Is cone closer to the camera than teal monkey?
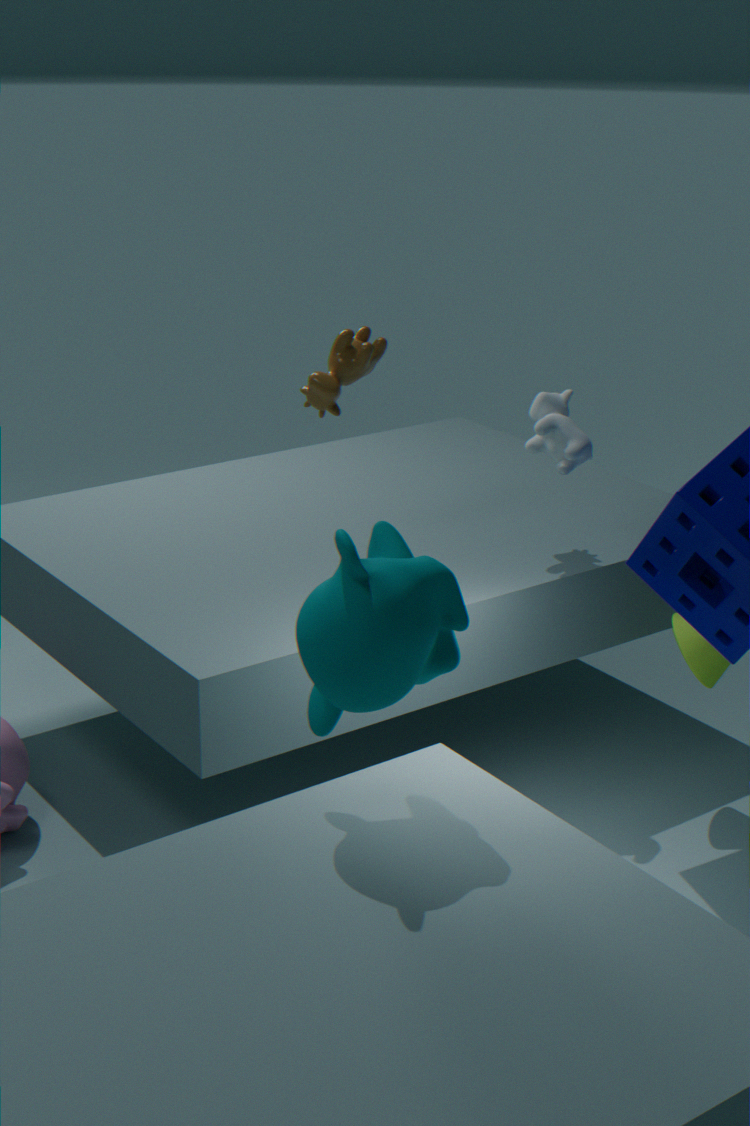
No
